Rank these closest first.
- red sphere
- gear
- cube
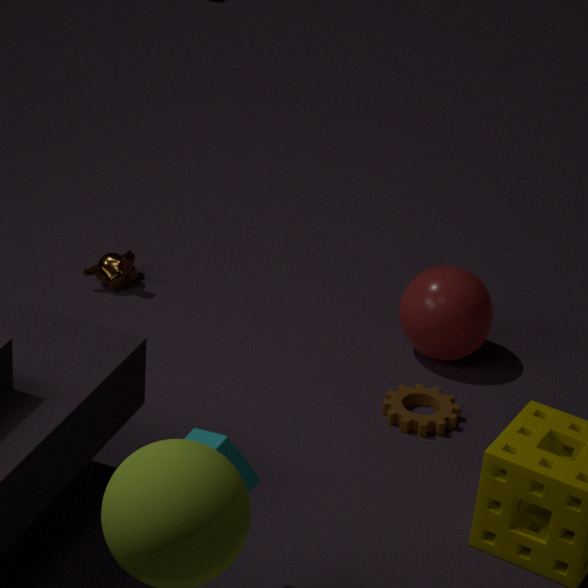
cube < gear < red sphere
